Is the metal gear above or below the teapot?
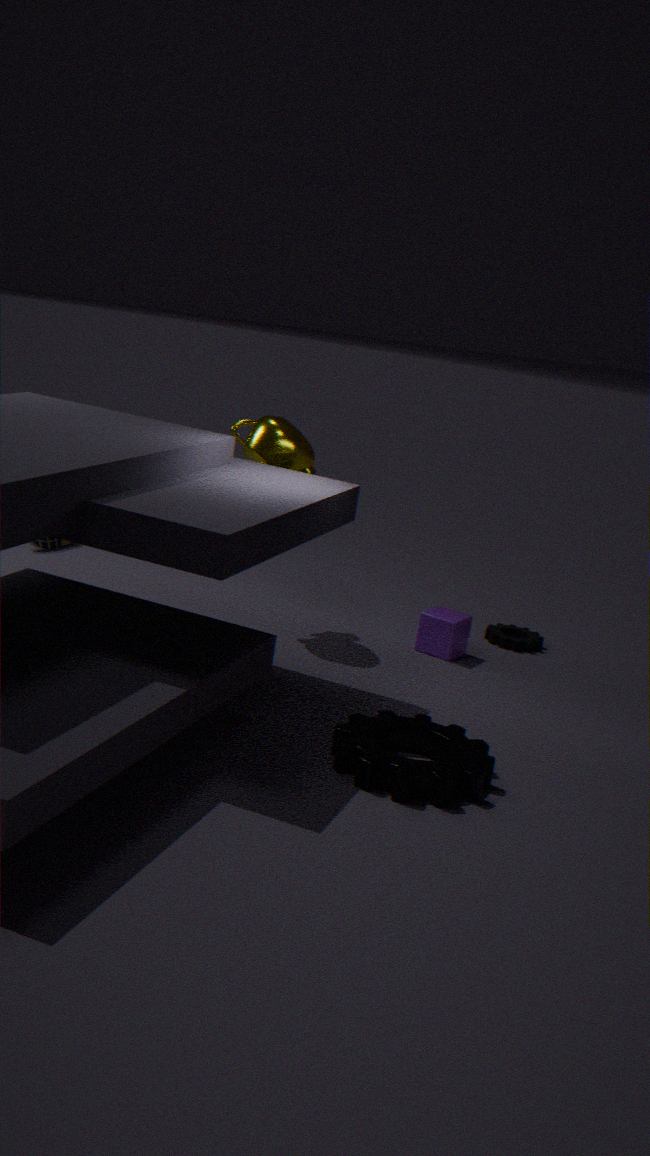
below
